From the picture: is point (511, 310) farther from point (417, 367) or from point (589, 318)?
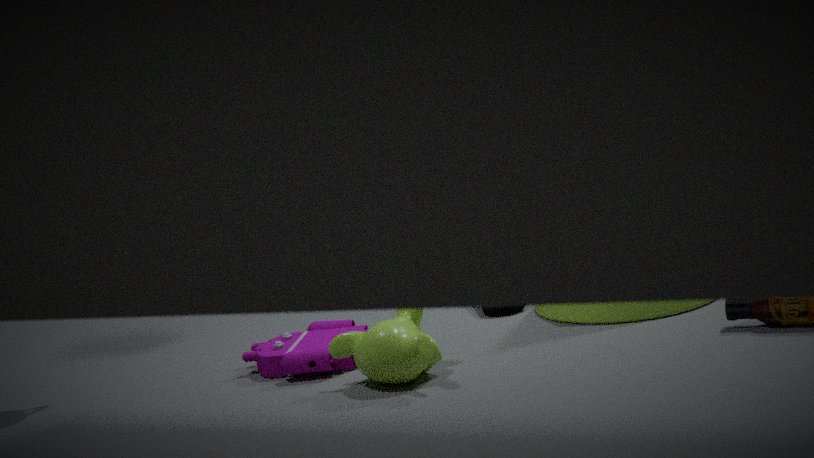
point (417, 367)
